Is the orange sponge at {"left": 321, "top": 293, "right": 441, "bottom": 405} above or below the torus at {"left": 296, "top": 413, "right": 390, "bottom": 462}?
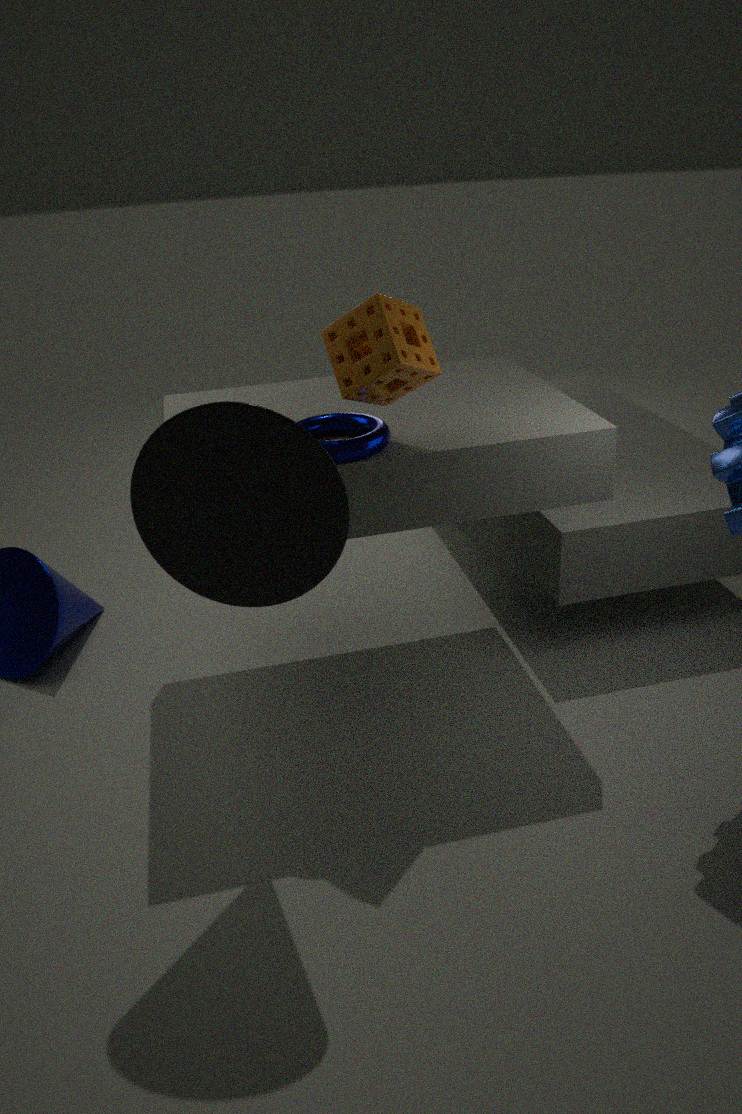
above
